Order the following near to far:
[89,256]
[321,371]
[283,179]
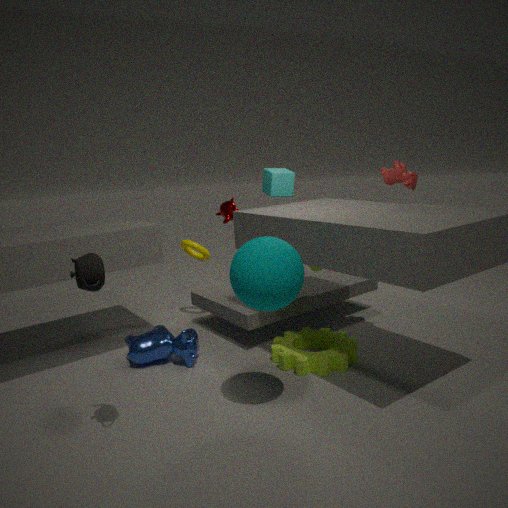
[89,256] < [321,371] < [283,179]
